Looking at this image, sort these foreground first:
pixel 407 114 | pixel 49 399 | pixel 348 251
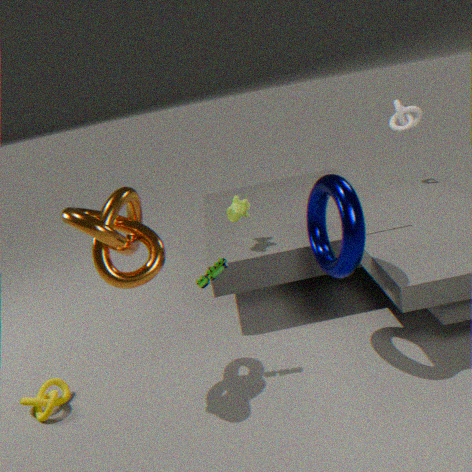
pixel 348 251
pixel 49 399
pixel 407 114
